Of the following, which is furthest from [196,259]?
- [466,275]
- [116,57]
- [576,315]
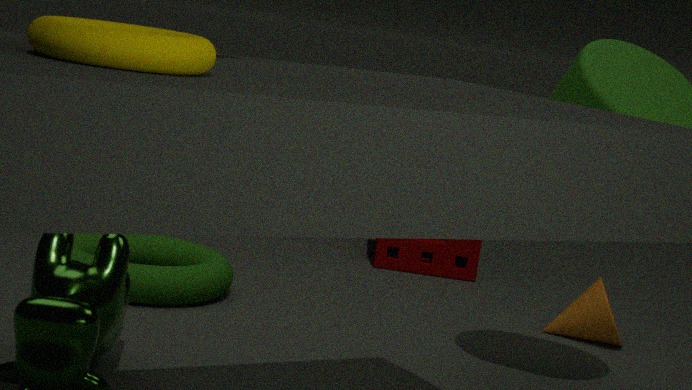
[116,57]
